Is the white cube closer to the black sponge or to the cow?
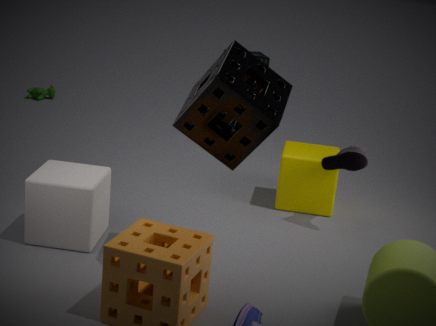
the black sponge
